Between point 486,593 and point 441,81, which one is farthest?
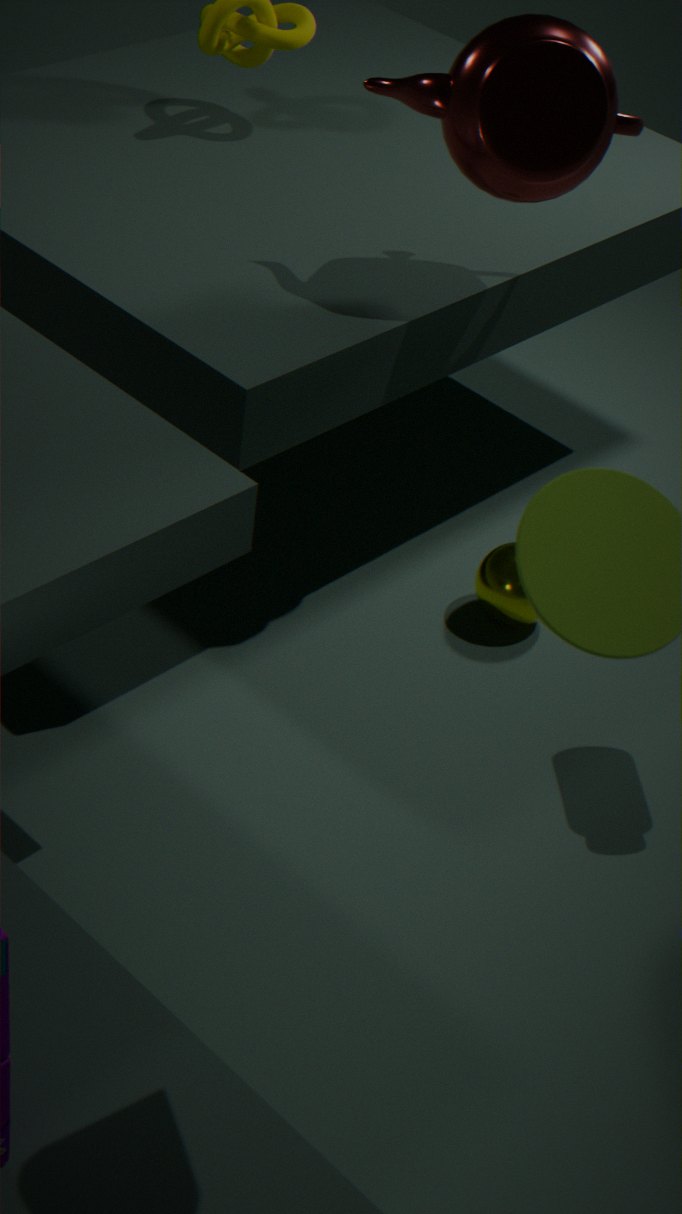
point 486,593
